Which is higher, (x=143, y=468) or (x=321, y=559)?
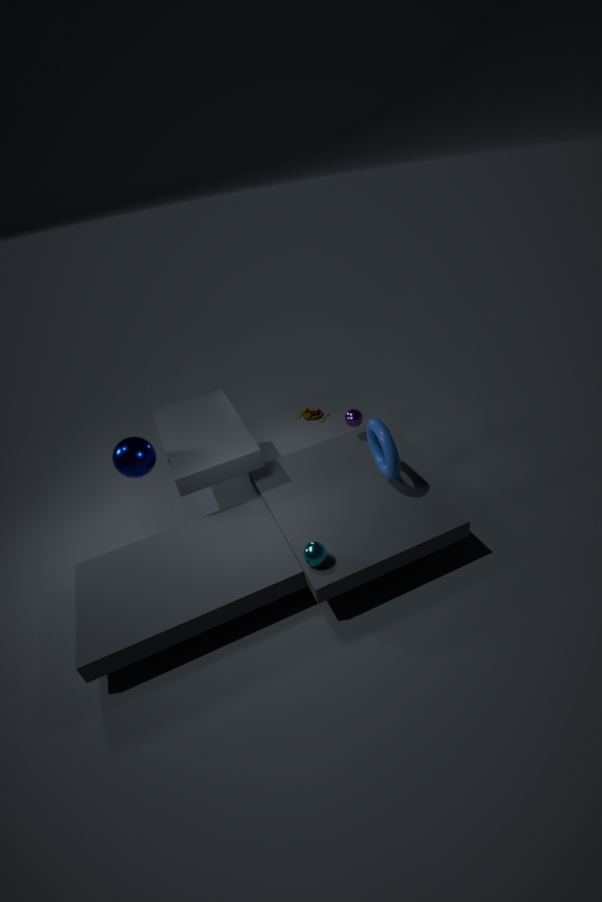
(x=143, y=468)
